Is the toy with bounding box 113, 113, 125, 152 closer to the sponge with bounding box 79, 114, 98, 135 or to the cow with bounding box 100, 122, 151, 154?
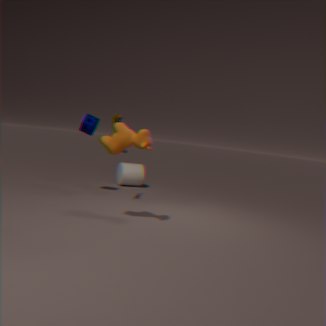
the sponge with bounding box 79, 114, 98, 135
